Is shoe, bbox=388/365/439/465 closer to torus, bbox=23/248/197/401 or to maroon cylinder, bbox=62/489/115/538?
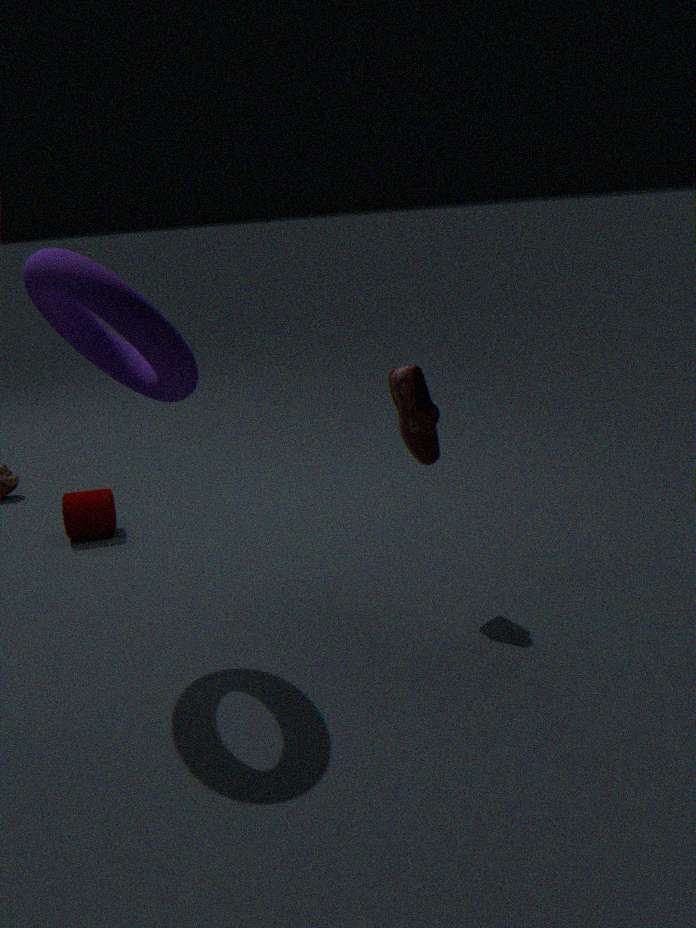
torus, bbox=23/248/197/401
